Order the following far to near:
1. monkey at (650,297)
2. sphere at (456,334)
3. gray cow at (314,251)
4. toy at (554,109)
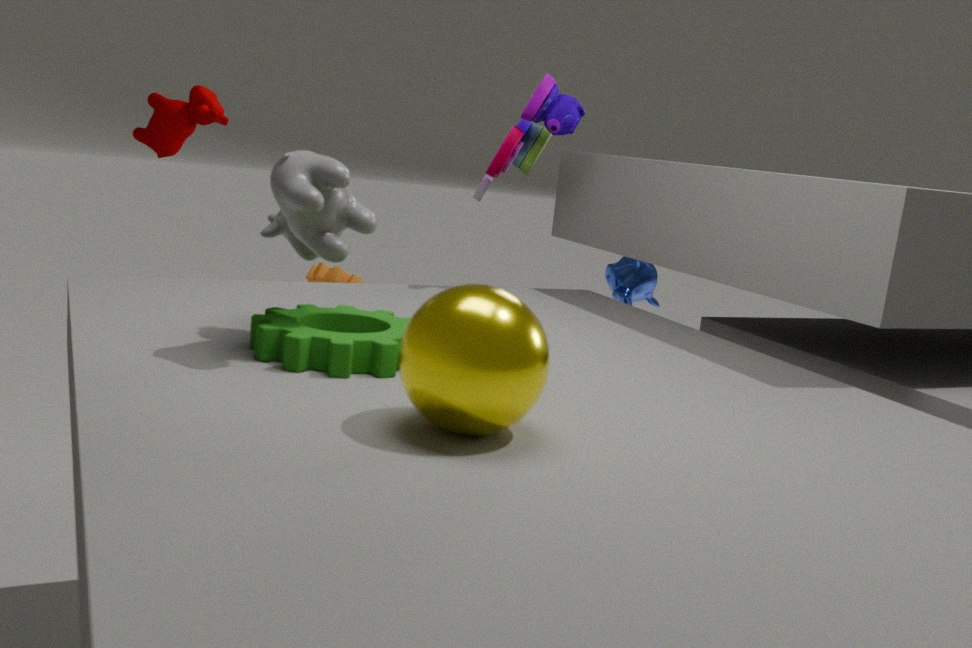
monkey at (650,297), toy at (554,109), gray cow at (314,251), sphere at (456,334)
